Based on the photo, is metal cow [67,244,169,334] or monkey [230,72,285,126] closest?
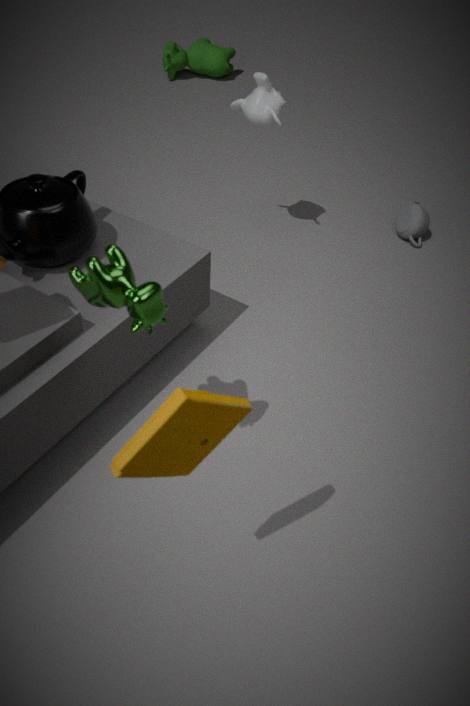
metal cow [67,244,169,334]
